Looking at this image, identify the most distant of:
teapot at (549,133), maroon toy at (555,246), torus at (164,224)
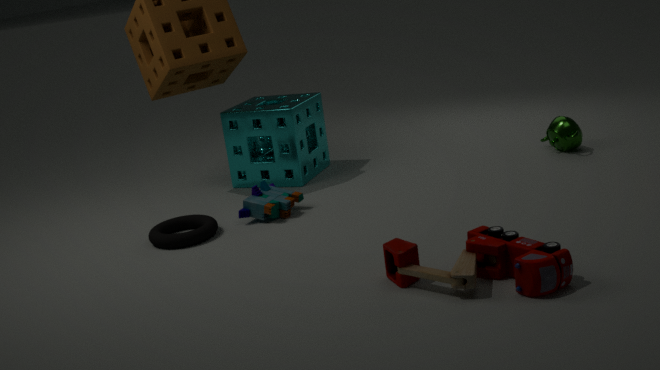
teapot at (549,133)
